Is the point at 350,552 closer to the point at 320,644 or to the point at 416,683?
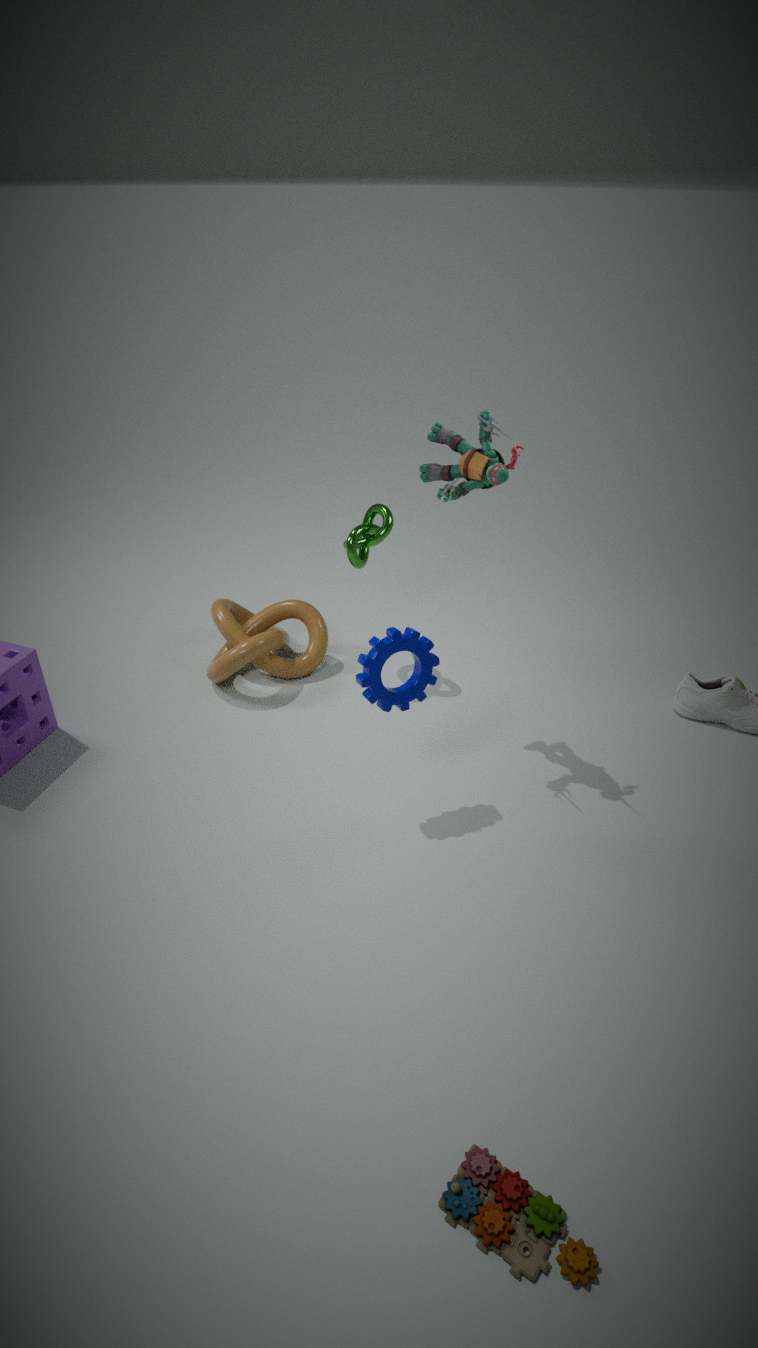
the point at 320,644
